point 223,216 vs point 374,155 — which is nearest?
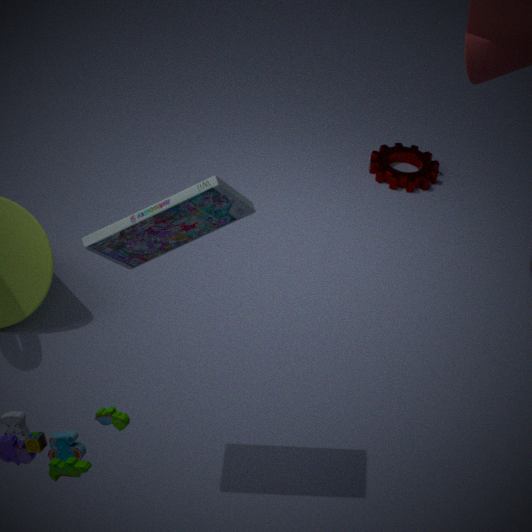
point 223,216
